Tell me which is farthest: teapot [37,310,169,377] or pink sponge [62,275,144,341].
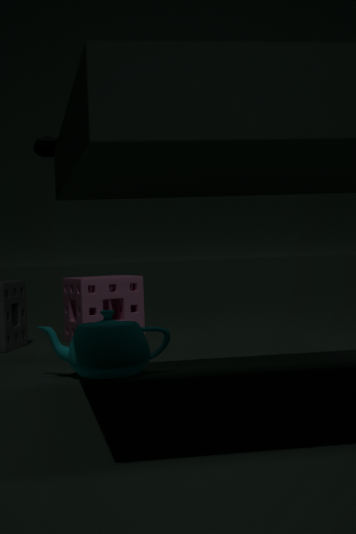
pink sponge [62,275,144,341]
